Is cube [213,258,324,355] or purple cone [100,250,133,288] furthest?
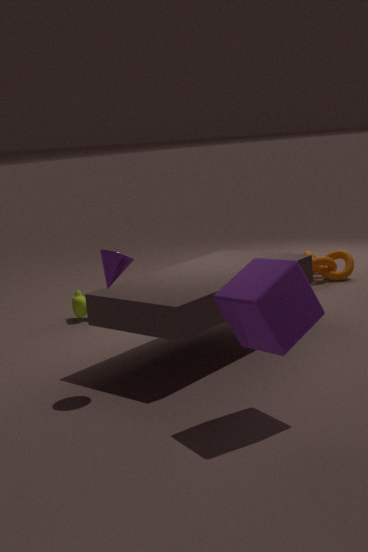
purple cone [100,250,133,288]
